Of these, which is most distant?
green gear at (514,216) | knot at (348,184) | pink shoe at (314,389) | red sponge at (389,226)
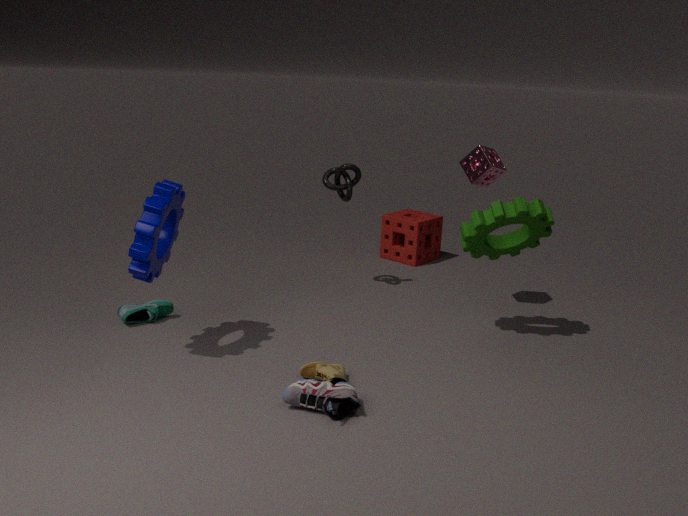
red sponge at (389,226)
